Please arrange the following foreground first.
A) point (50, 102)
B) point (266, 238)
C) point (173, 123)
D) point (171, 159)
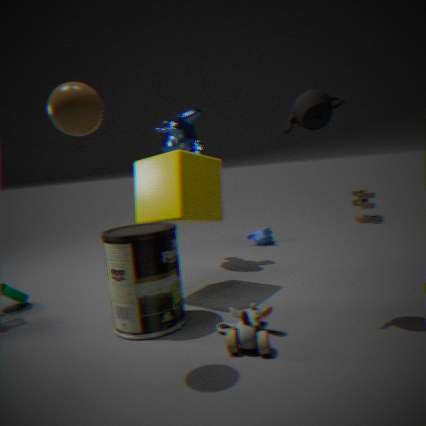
point (50, 102) → point (171, 159) → point (173, 123) → point (266, 238)
